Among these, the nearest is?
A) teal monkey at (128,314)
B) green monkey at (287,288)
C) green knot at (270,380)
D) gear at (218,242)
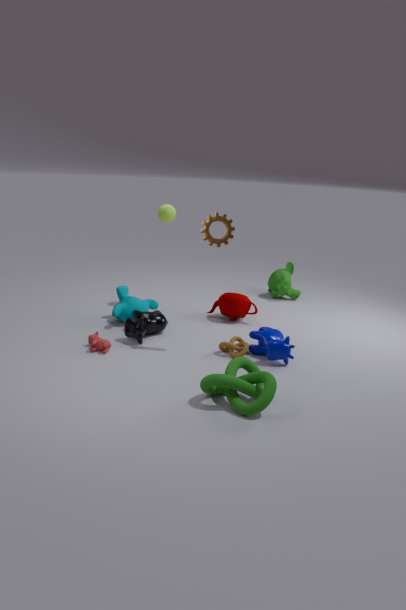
green knot at (270,380)
